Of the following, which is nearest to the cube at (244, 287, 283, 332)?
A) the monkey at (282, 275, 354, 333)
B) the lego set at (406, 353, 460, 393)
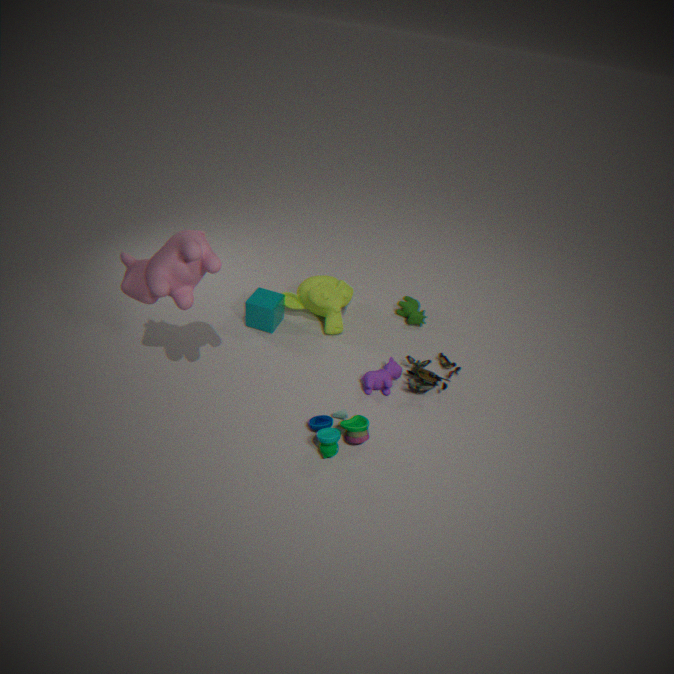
the monkey at (282, 275, 354, 333)
